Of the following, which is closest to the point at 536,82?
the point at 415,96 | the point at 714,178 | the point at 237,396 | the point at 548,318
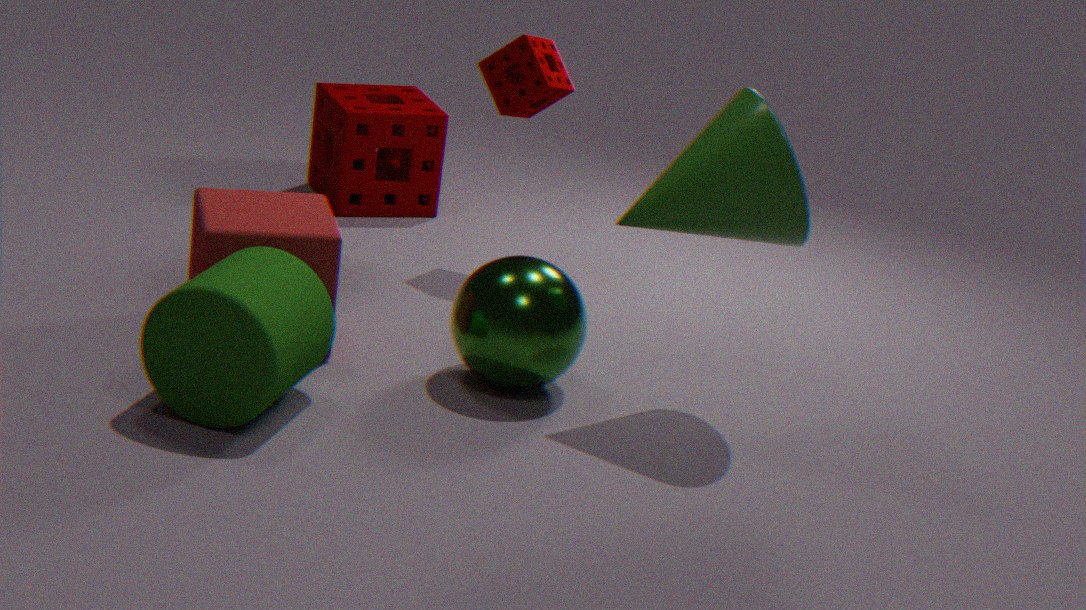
the point at 415,96
